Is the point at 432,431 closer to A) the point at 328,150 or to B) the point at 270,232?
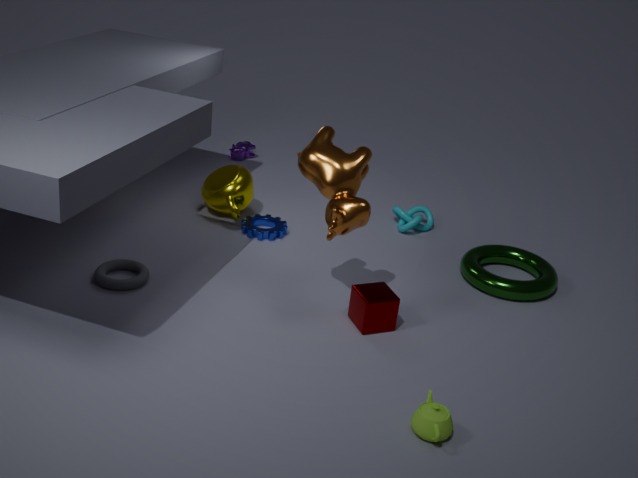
A) the point at 328,150
